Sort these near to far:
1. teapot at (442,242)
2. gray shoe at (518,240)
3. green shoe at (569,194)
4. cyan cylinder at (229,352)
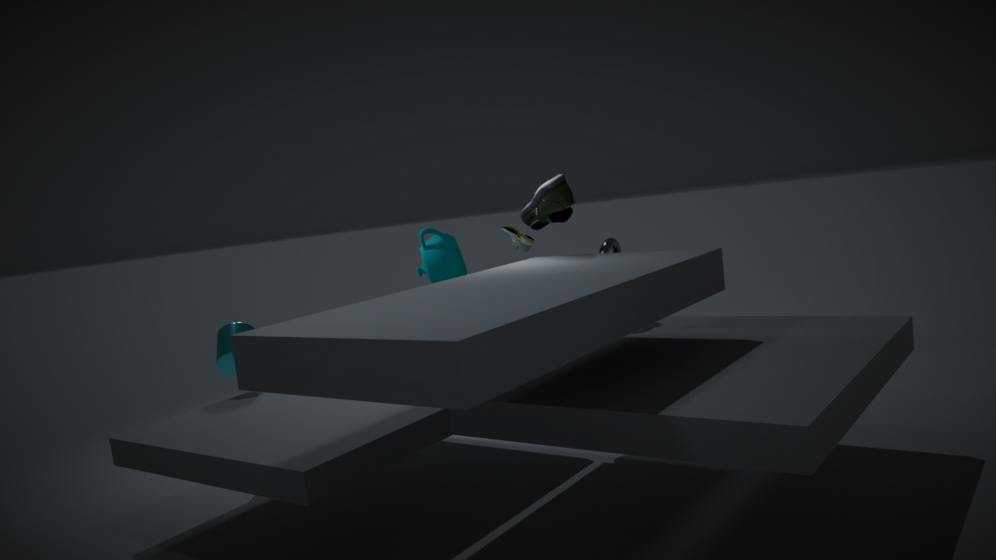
green shoe at (569,194) → cyan cylinder at (229,352) → teapot at (442,242) → gray shoe at (518,240)
